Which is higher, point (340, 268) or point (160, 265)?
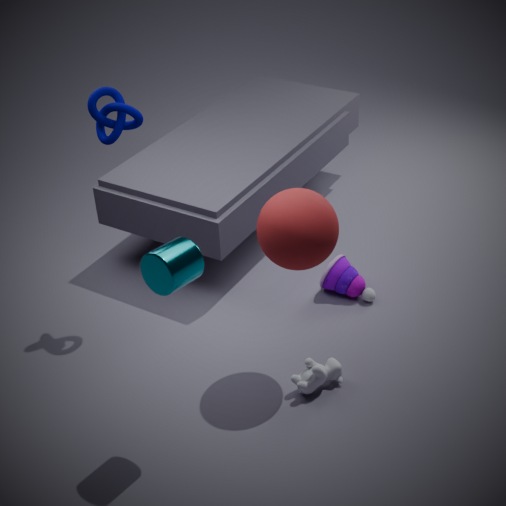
point (160, 265)
